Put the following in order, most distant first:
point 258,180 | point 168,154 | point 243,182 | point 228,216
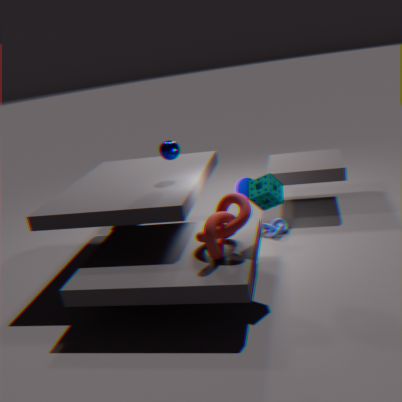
point 243,182 → point 168,154 → point 258,180 → point 228,216
